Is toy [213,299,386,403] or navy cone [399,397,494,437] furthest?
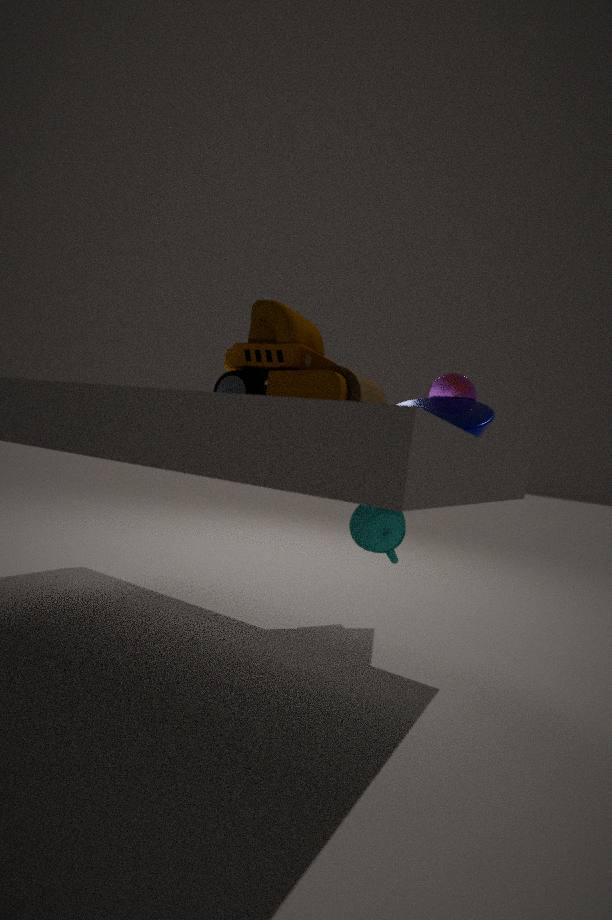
navy cone [399,397,494,437]
